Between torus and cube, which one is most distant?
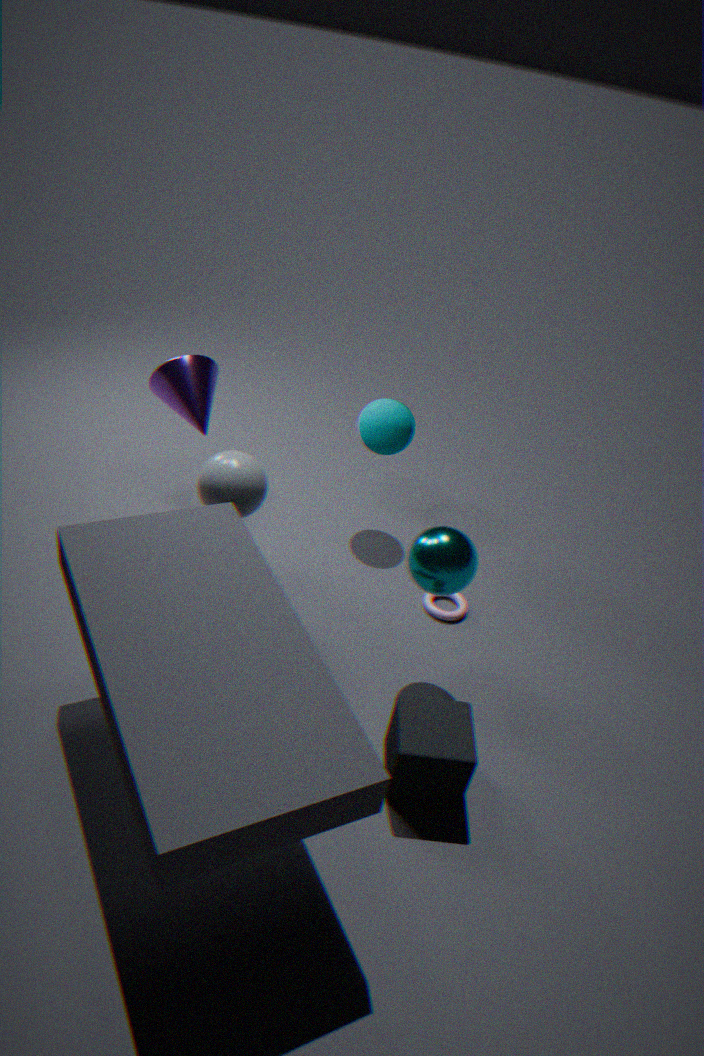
torus
